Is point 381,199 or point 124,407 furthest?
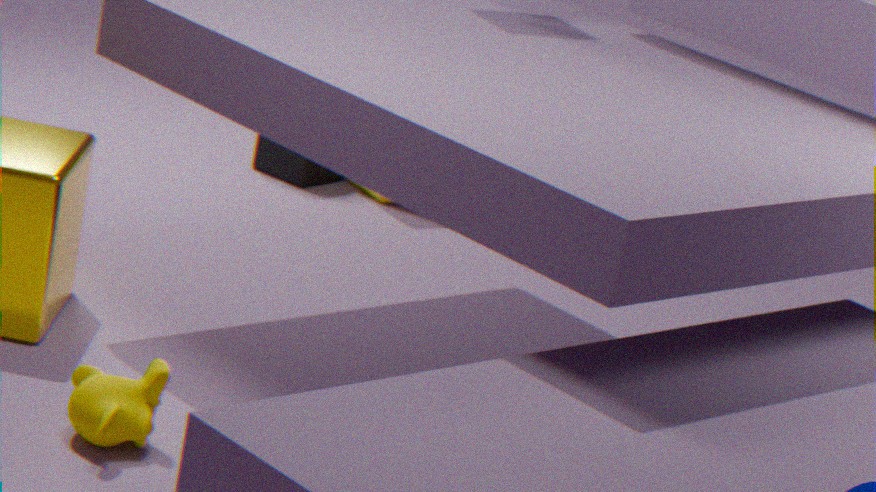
point 381,199
